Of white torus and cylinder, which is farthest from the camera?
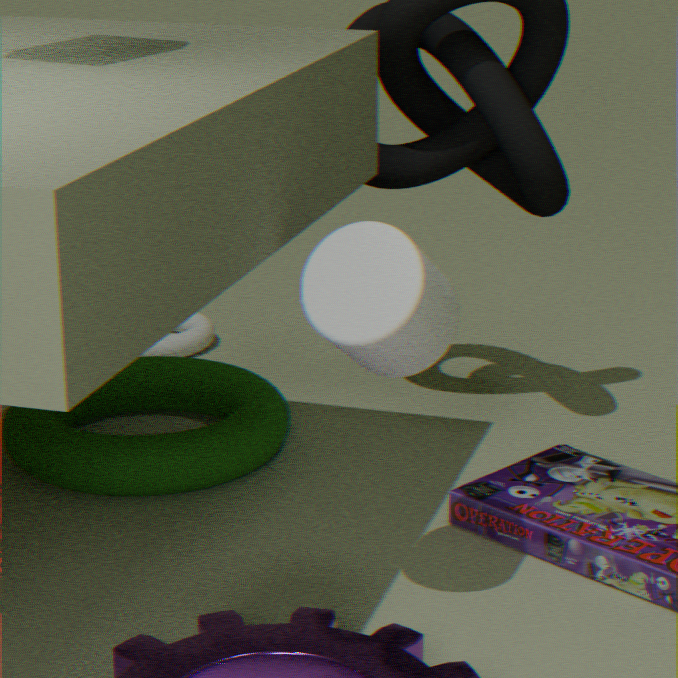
white torus
